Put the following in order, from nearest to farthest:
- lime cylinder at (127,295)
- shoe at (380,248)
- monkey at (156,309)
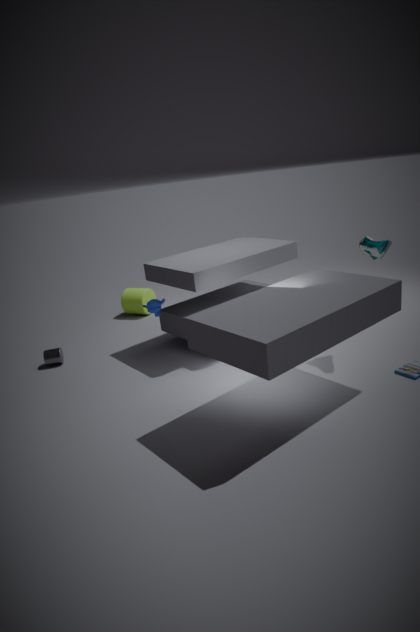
shoe at (380,248) → monkey at (156,309) → lime cylinder at (127,295)
